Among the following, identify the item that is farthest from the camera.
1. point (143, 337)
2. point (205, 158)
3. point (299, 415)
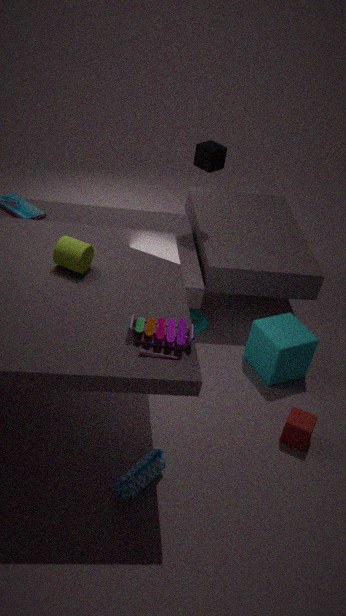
point (205, 158)
